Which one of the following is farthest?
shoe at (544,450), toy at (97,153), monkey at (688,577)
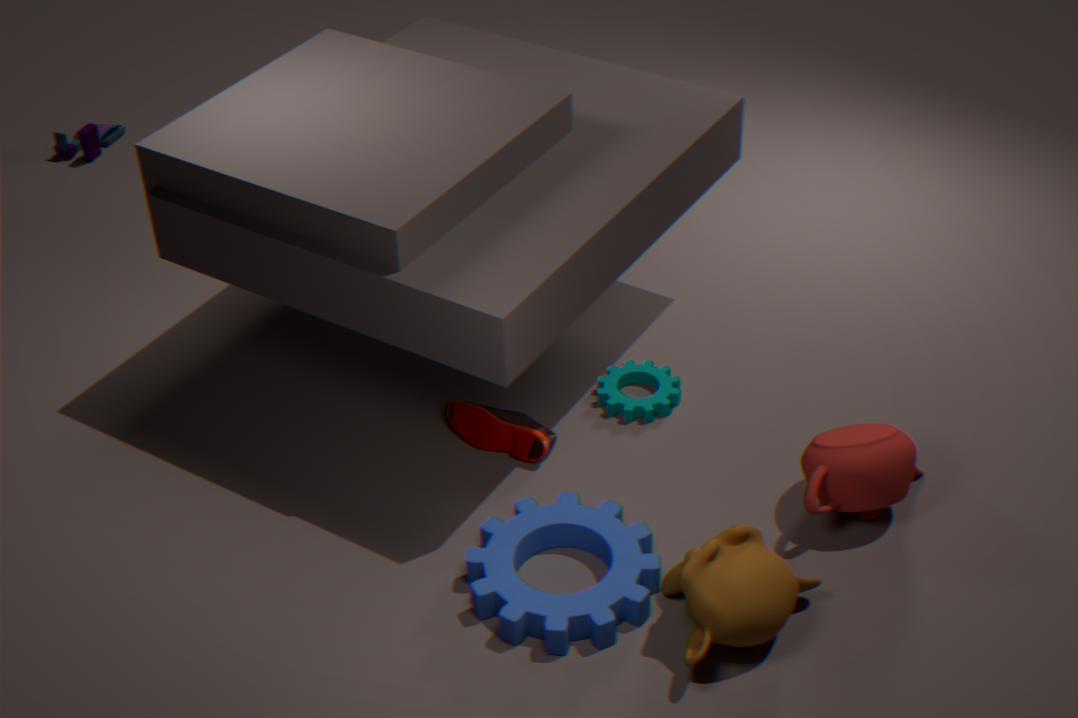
toy at (97,153)
